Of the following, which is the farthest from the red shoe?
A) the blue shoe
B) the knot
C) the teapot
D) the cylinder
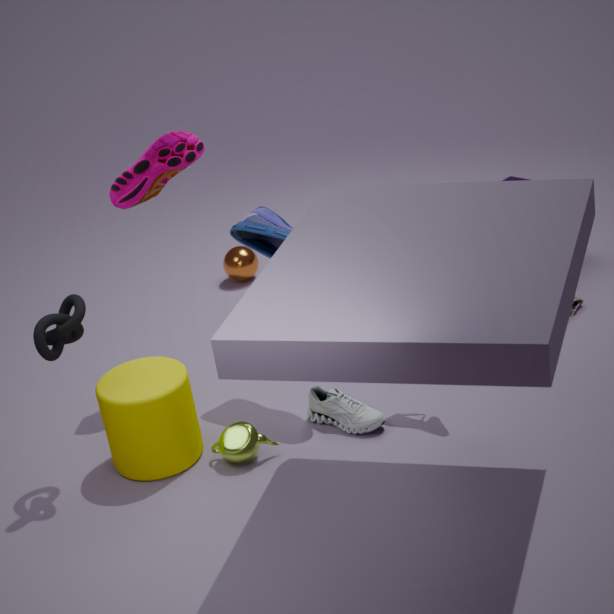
the teapot
